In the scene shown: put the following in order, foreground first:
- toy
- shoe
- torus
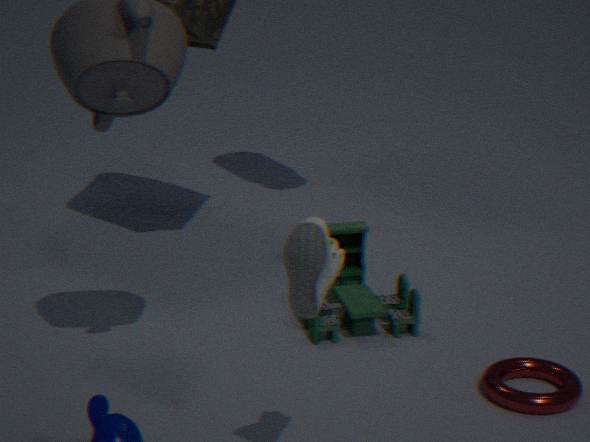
shoe < torus < toy
